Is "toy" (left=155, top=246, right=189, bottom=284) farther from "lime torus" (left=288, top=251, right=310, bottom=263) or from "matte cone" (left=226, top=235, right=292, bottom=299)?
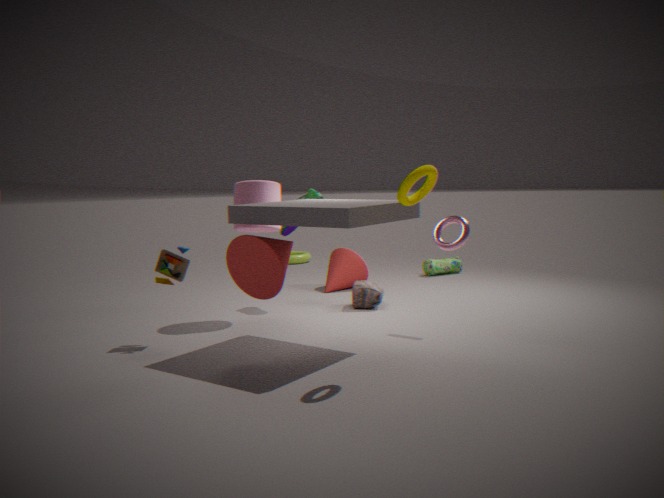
"lime torus" (left=288, top=251, right=310, bottom=263)
